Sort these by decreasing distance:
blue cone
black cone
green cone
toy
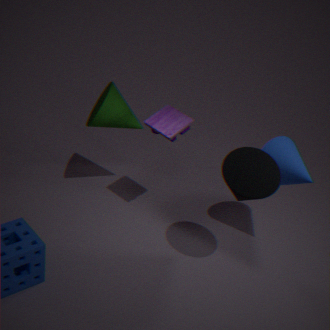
green cone < toy < blue cone < black cone
